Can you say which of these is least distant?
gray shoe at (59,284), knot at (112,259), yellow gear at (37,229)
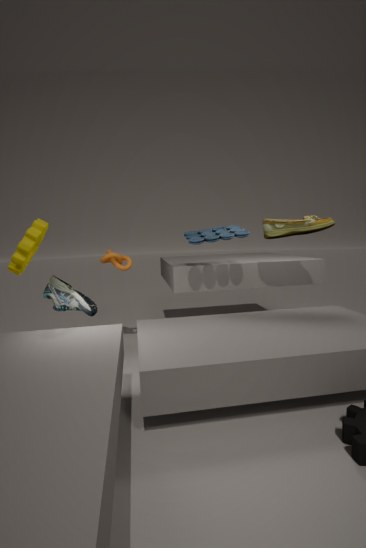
yellow gear at (37,229)
